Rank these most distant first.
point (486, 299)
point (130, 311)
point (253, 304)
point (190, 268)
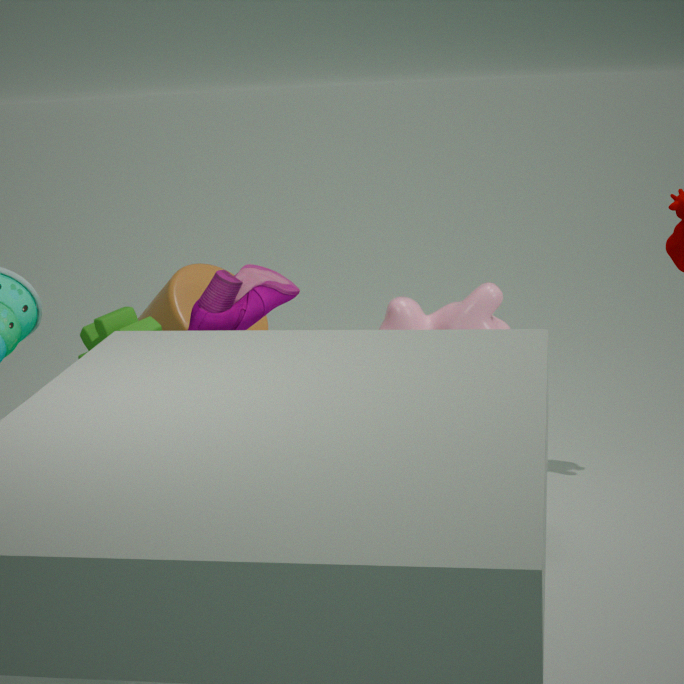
point (190, 268) → point (486, 299) → point (253, 304) → point (130, 311)
